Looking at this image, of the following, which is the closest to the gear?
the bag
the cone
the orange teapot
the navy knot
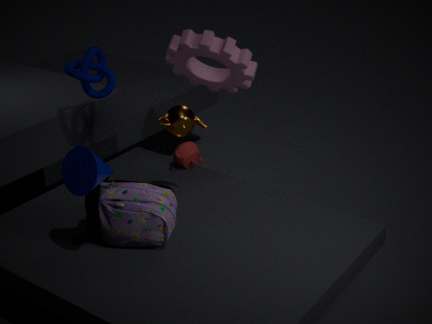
the navy knot
